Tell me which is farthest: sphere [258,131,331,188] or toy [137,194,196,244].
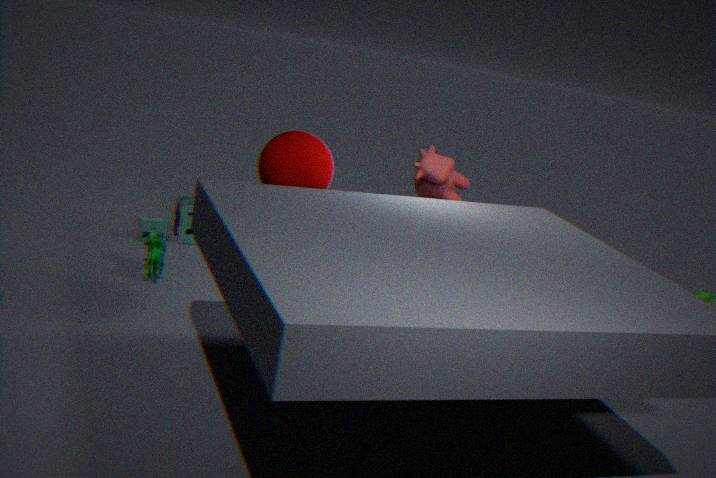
toy [137,194,196,244]
